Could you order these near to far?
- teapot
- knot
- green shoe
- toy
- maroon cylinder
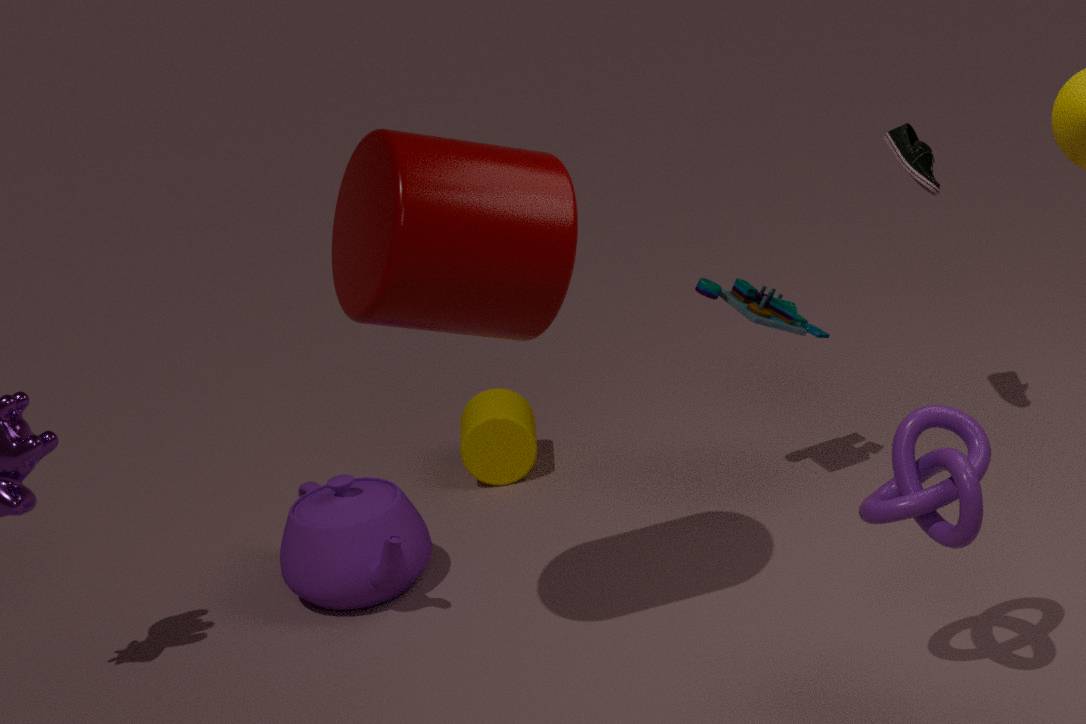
1. knot
2. maroon cylinder
3. teapot
4. green shoe
5. toy
